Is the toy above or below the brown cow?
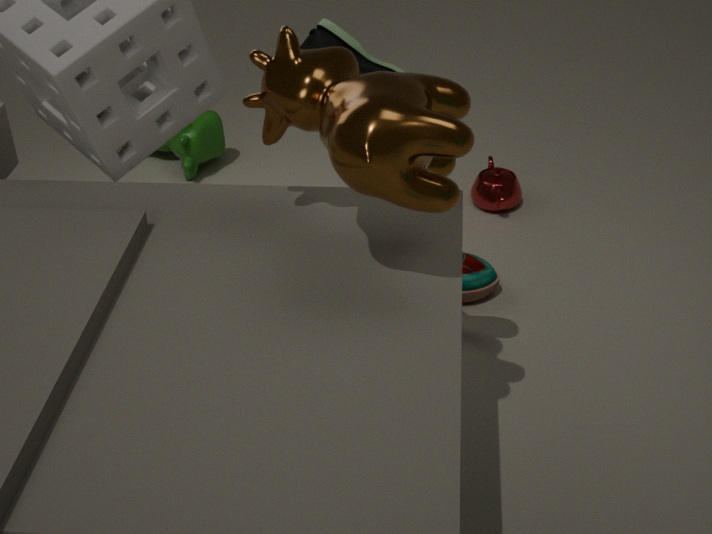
below
